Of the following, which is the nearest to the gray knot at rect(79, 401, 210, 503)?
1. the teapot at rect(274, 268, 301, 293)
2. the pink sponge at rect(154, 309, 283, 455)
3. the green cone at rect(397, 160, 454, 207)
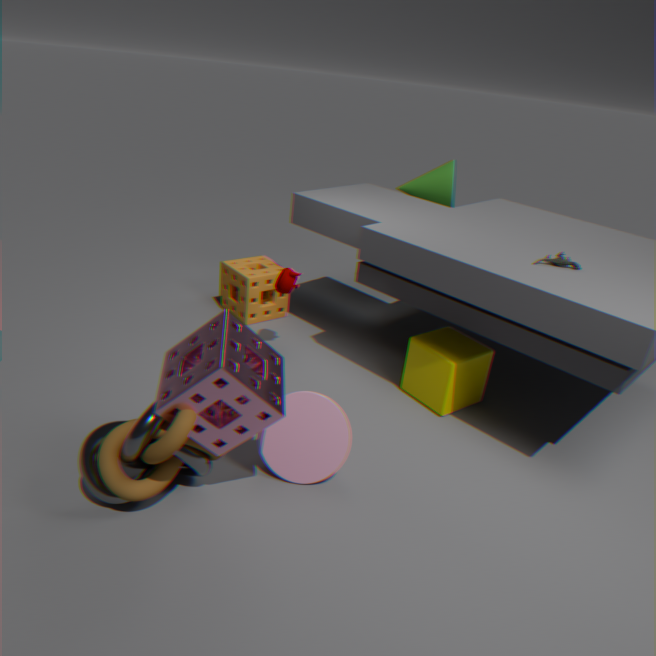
the pink sponge at rect(154, 309, 283, 455)
